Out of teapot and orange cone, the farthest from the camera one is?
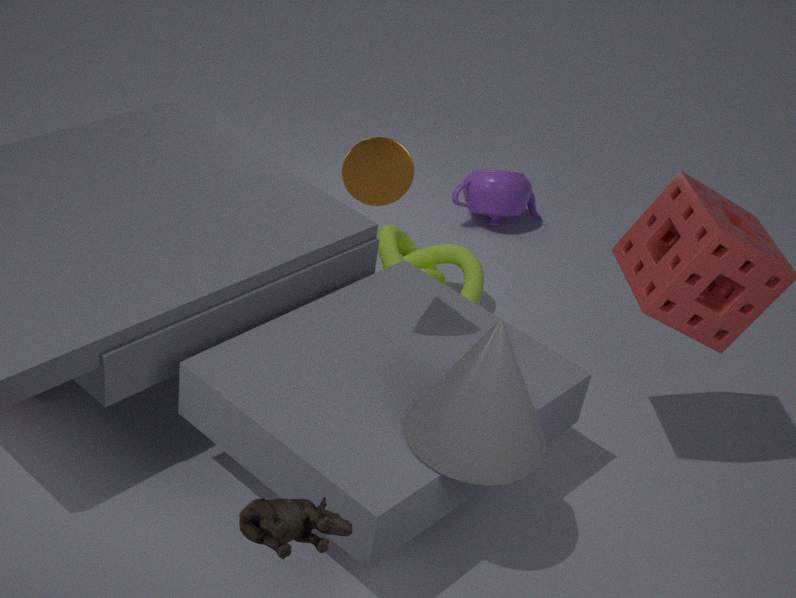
teapot
